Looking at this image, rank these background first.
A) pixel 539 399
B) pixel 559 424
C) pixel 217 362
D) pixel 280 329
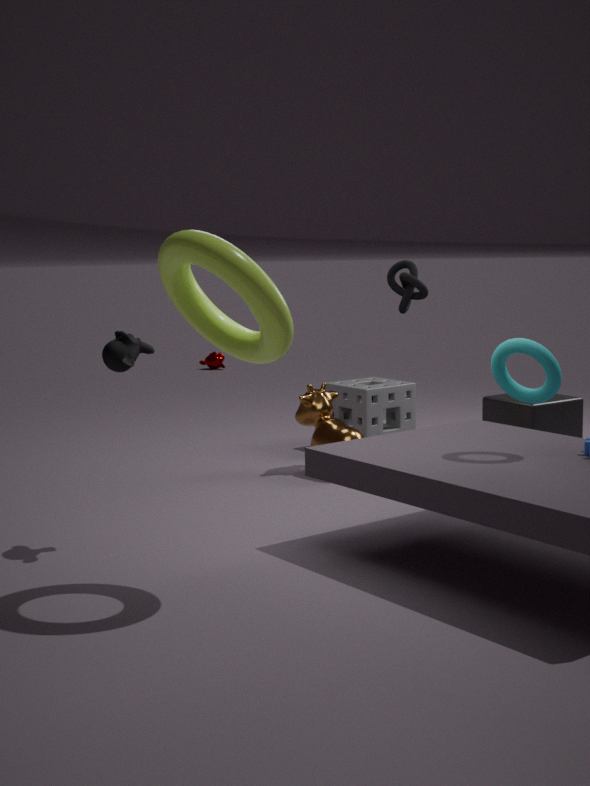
pixel 217 362 < pixel 559 424 < pixel 539 399 < pixel 280 329
